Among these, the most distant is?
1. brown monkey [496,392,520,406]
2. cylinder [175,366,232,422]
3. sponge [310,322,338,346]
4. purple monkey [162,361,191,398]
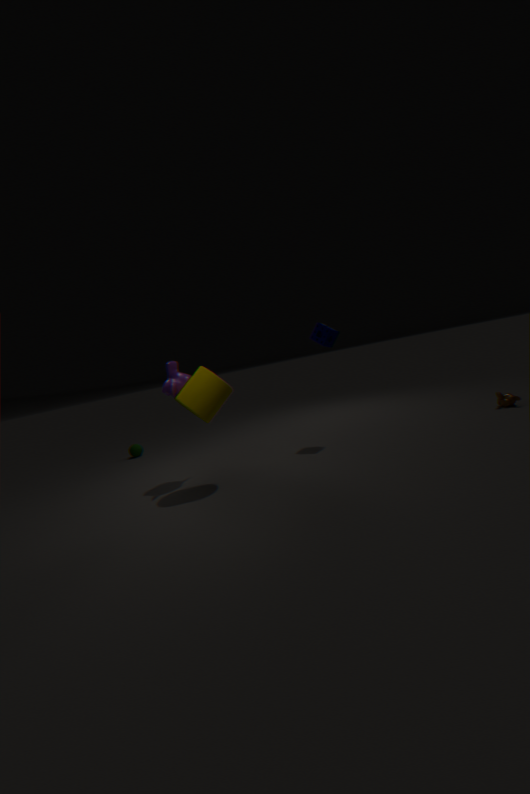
brown monkey [496,392,520,406]
